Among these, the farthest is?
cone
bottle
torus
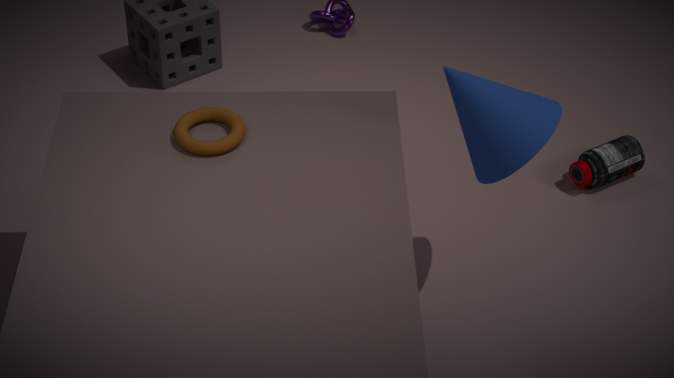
bottle
